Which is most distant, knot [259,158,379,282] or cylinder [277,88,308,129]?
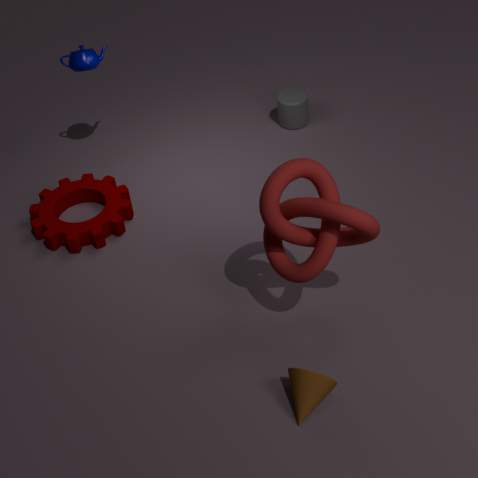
cylinder [277,88,308,129]
